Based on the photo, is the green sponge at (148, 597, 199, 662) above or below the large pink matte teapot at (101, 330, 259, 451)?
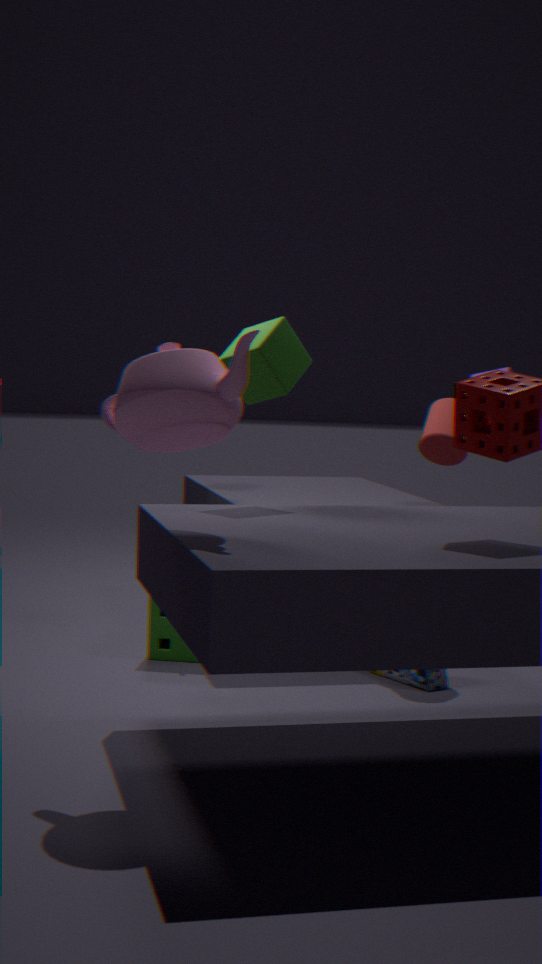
below
